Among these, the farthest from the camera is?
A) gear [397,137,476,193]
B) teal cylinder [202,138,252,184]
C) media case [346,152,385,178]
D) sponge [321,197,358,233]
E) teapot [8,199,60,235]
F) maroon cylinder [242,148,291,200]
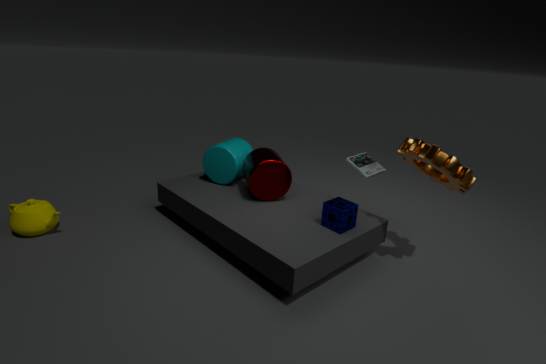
teal cylinder [202,138,252,184]
